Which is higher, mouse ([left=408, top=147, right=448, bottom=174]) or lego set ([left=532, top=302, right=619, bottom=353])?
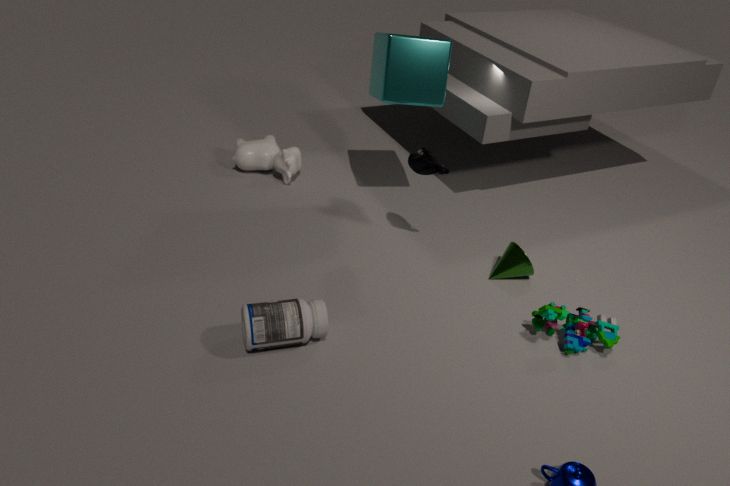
mouse ([left=408, top=147, right=448, bottom=174])
